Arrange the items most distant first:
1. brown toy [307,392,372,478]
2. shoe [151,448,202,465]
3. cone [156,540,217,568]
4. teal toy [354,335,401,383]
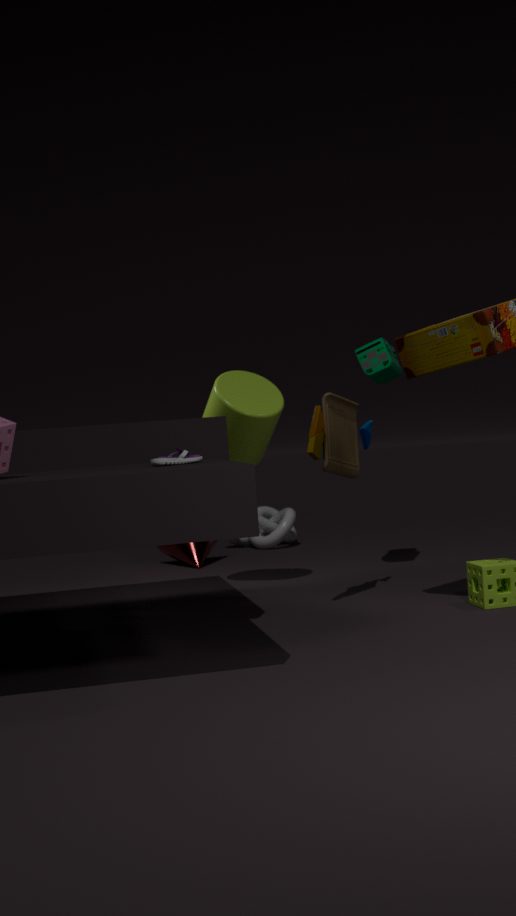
cone [156,540,217,568]
teal toy [354,335,401,383]
brown toy [307,392,372,478]
shoe [151,448,202,465]
